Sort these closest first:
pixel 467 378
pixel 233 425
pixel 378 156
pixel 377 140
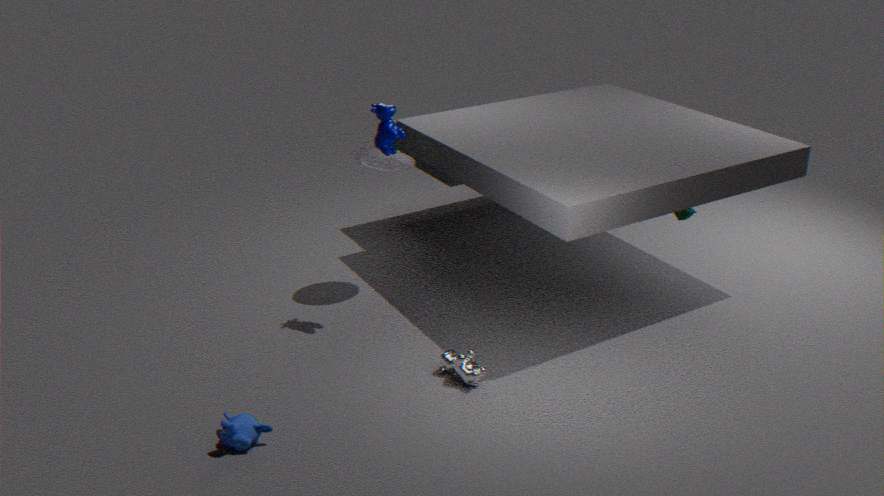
pixel 233 425
pixel 467 378
pixel 377 140
pixel 378 156
